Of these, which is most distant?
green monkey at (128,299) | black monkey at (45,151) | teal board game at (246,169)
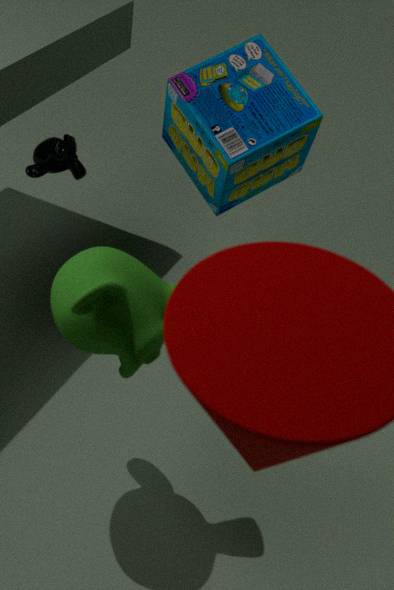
black monkey at (45,151)
